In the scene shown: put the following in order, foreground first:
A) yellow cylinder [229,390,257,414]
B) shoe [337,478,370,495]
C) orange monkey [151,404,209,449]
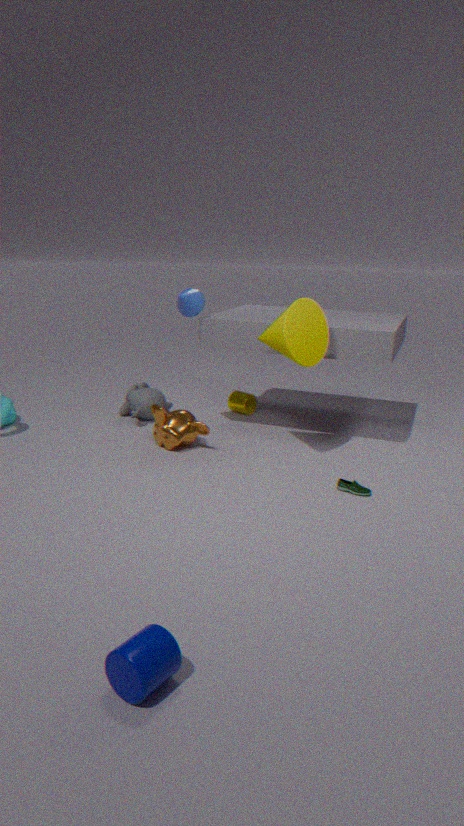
1. shoe [337,478,370,495]
2. orange monkey [151,404,209,449]
3. yellow cylinder [229,390,257,414]
